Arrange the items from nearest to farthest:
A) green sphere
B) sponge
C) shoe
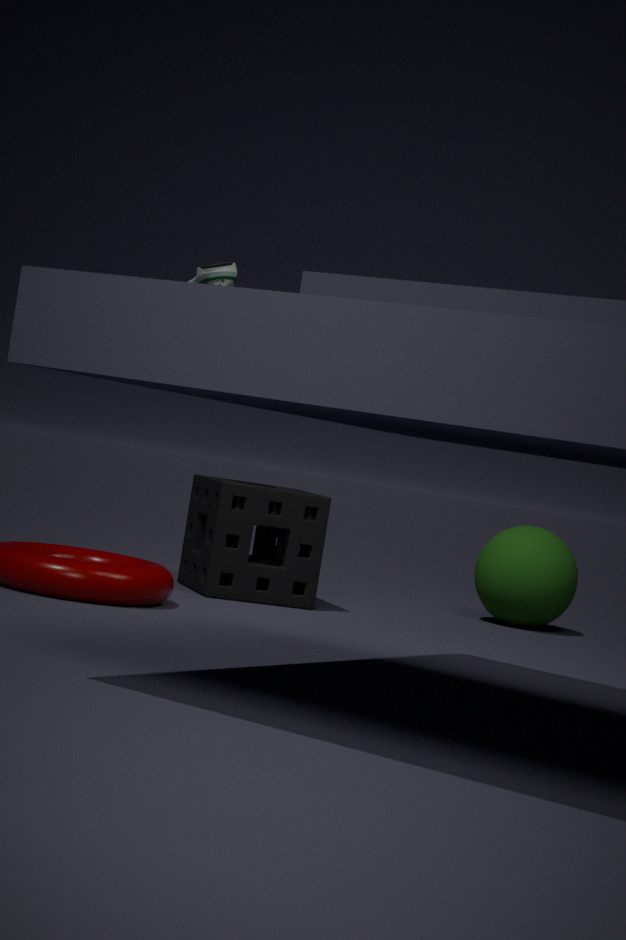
shoe, sponge, green sphere
